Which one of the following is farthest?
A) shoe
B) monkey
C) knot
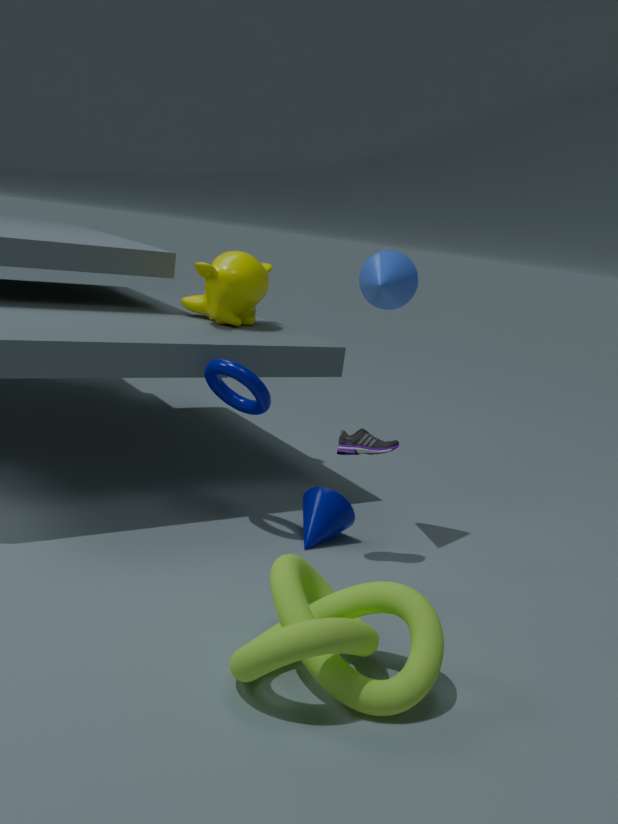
monkey
